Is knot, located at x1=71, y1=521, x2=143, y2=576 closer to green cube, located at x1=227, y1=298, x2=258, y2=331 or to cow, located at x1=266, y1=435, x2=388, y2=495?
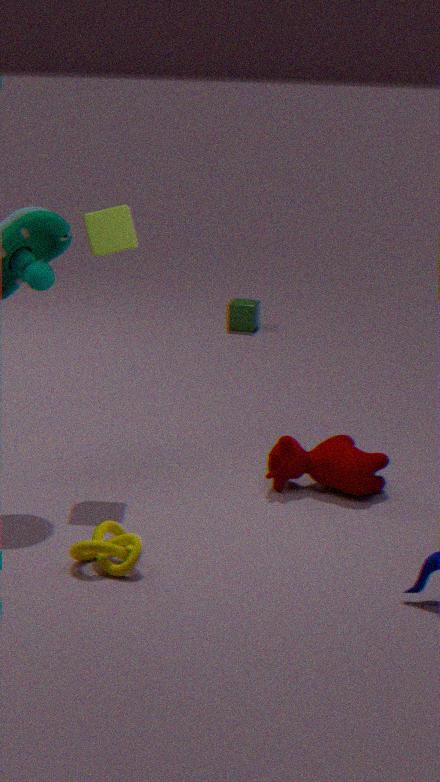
cow, located at x1=266, y1=435, x2=388, y2=495
